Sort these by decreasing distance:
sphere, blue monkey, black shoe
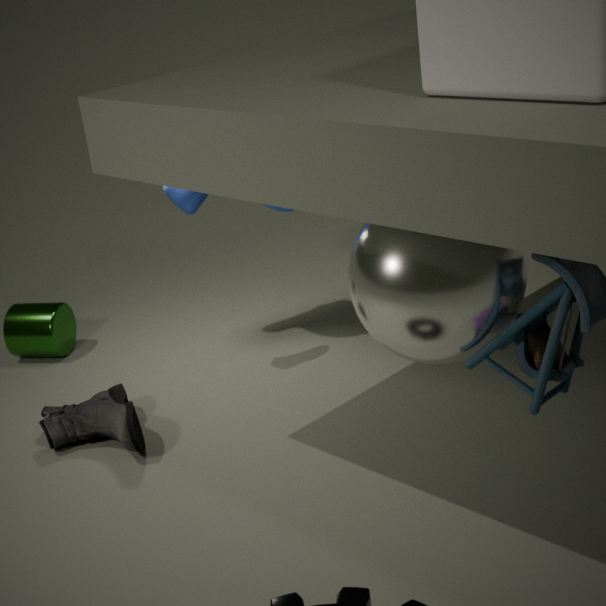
blue monkey
black shoe
sphere
